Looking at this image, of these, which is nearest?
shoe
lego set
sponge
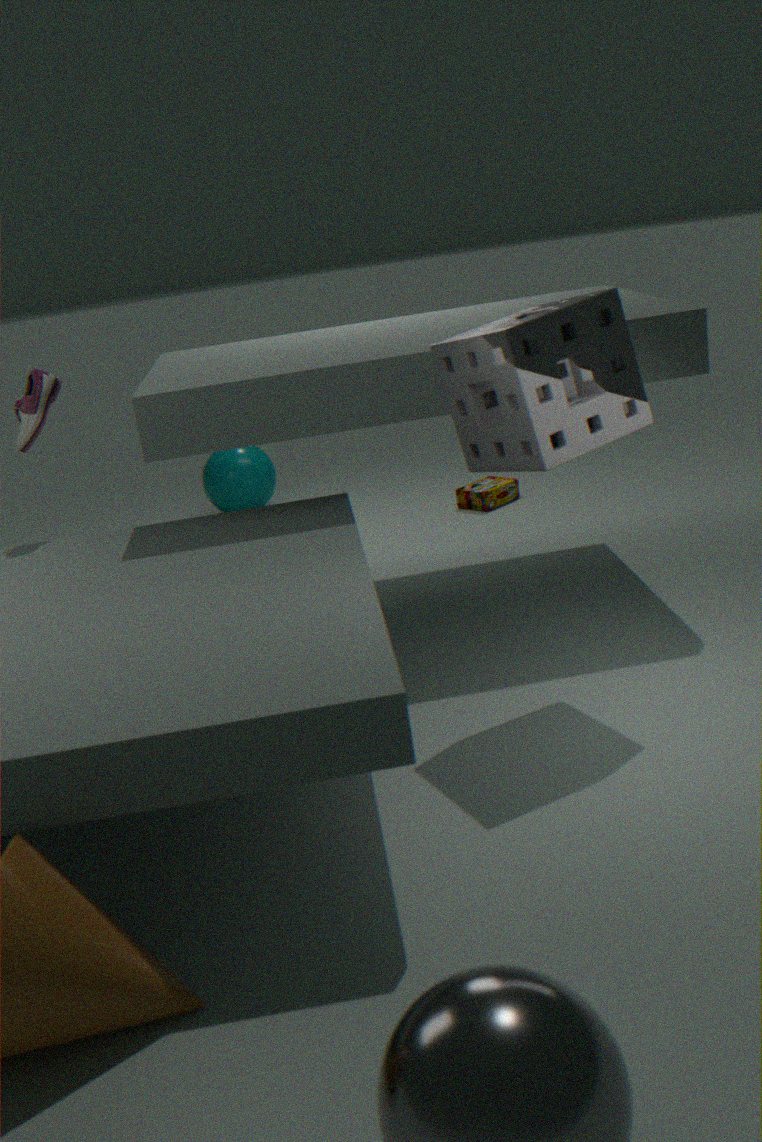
sponge
